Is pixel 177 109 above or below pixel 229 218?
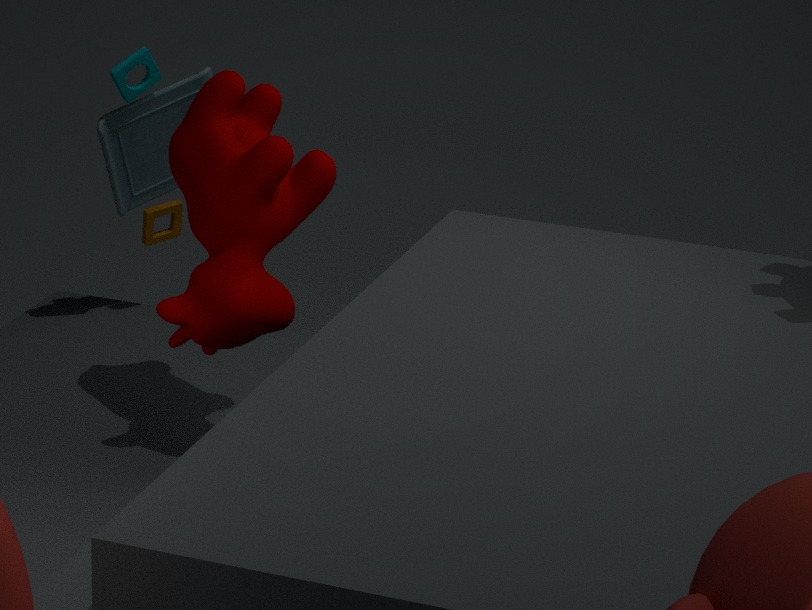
below
